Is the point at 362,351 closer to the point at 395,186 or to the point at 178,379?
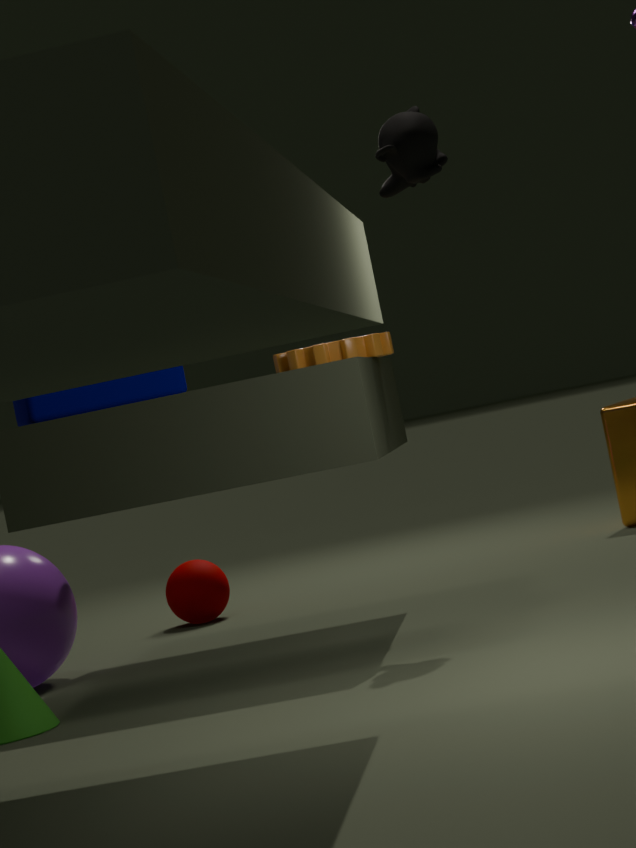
the point at 395,186
